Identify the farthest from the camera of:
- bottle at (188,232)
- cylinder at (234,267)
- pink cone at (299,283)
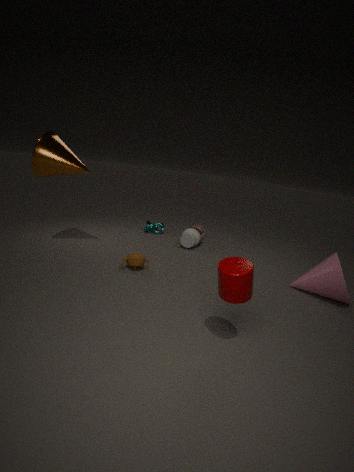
bottle at (188,232)
